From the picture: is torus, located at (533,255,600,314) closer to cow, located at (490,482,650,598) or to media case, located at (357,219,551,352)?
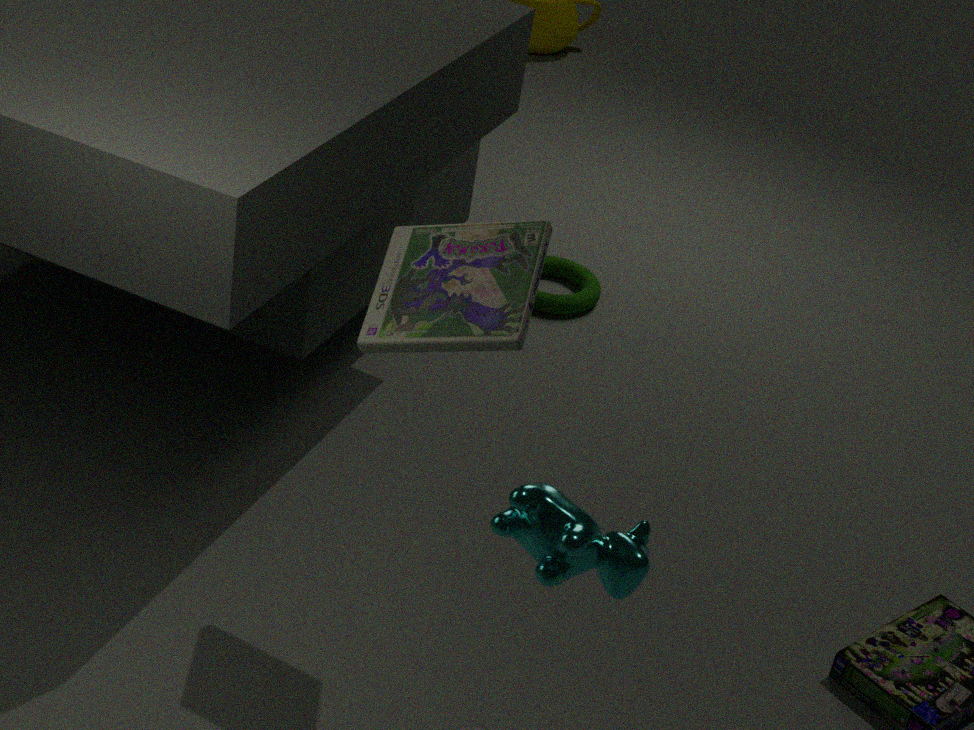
media case, located at (357,219,551,352)
